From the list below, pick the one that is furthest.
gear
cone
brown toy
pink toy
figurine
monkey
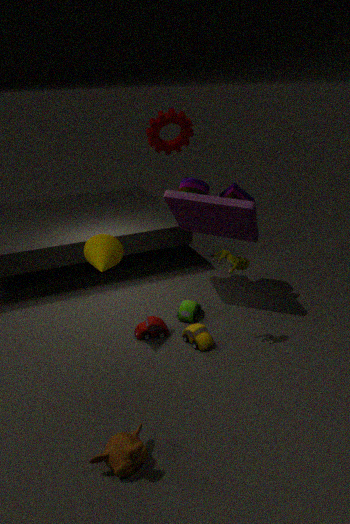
pink toy
